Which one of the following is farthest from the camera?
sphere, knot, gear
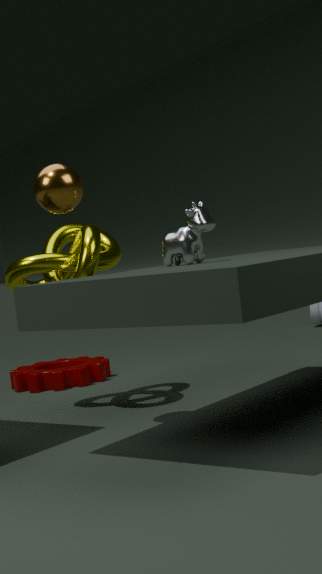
gear
